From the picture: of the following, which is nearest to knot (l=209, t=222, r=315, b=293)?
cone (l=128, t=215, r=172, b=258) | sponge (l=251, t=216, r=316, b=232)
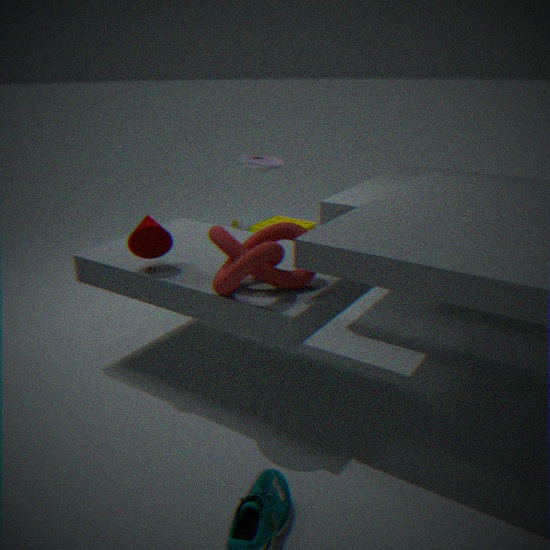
cone (l=128, t=215, r=172, b=258)
